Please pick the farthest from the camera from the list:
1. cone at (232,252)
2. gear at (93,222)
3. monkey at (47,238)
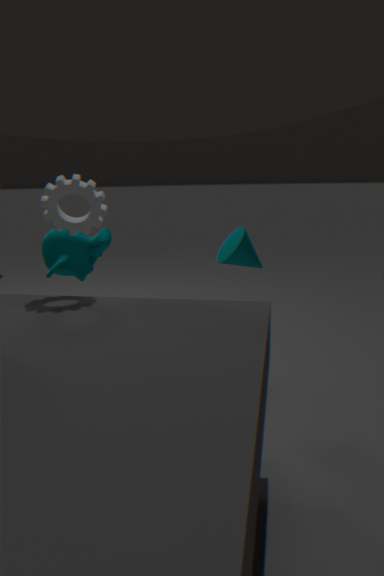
monkey at (47,238)
